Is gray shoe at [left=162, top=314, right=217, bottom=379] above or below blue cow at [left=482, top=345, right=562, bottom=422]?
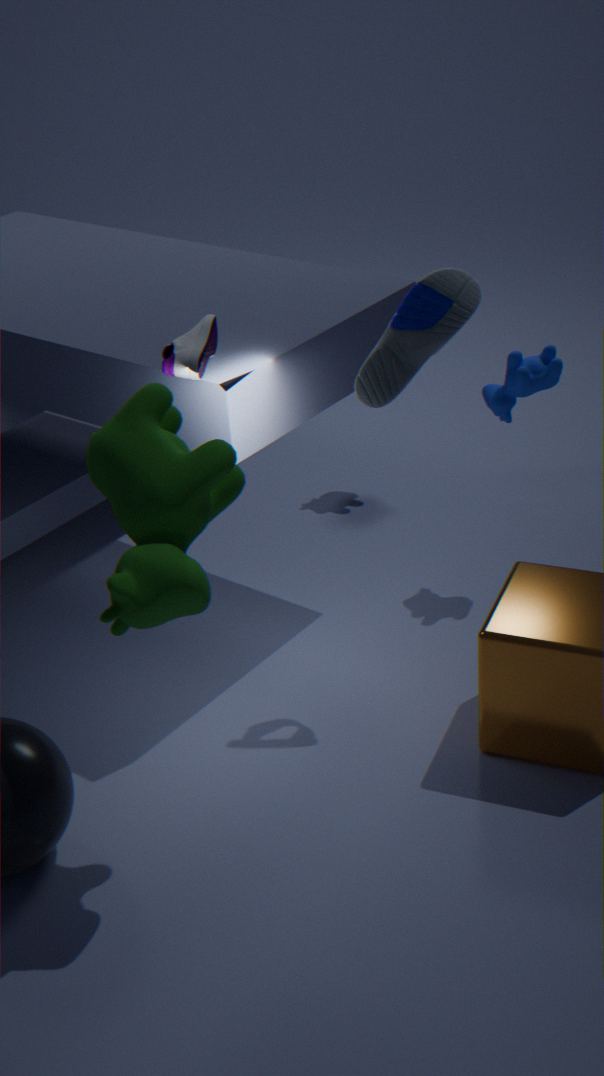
above
